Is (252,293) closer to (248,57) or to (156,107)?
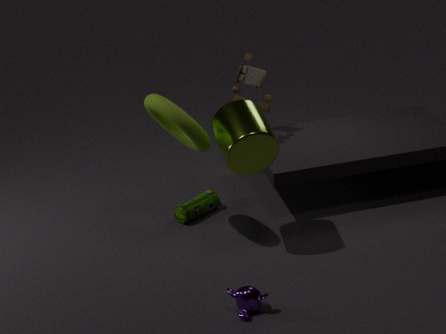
(156,107)
